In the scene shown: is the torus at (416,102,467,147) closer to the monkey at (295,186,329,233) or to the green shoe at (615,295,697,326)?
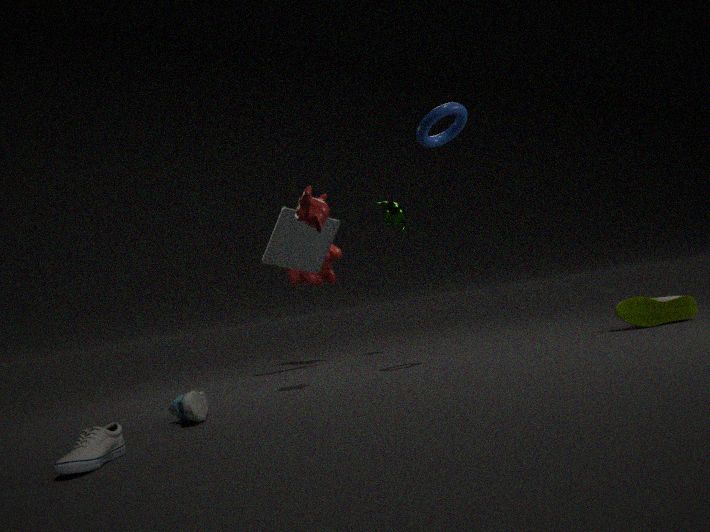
the monkey at (295,186,329,233)
